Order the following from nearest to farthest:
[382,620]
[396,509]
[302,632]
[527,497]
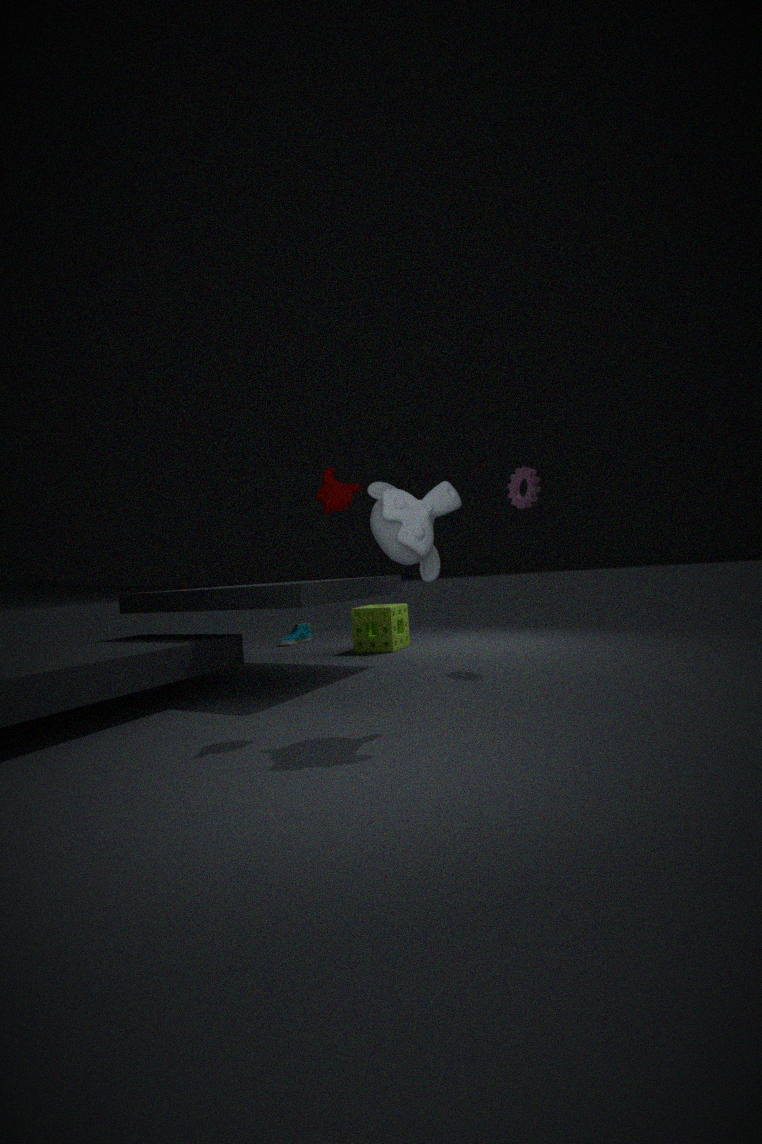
[396,509] → [527,497] → [382,620] → [302,632]
